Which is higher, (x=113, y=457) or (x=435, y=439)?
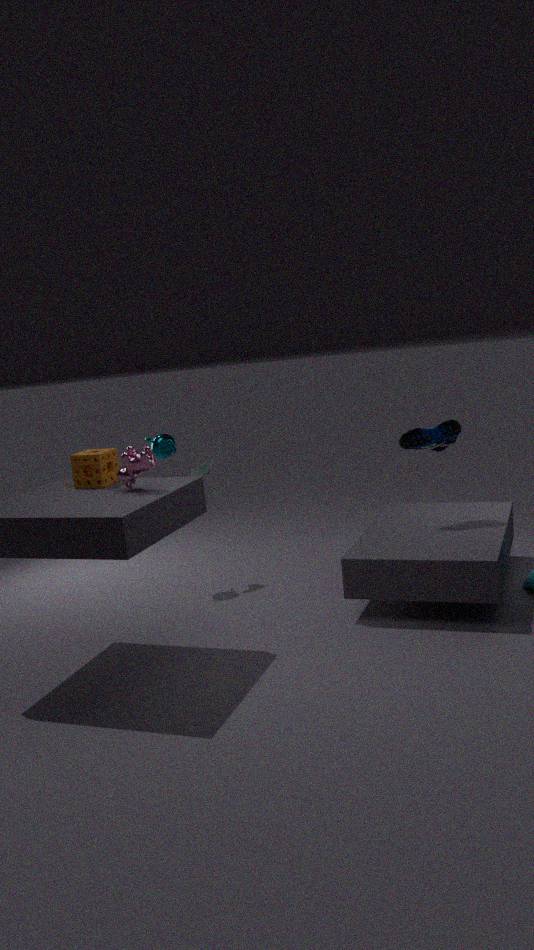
(x=113, y=457)
